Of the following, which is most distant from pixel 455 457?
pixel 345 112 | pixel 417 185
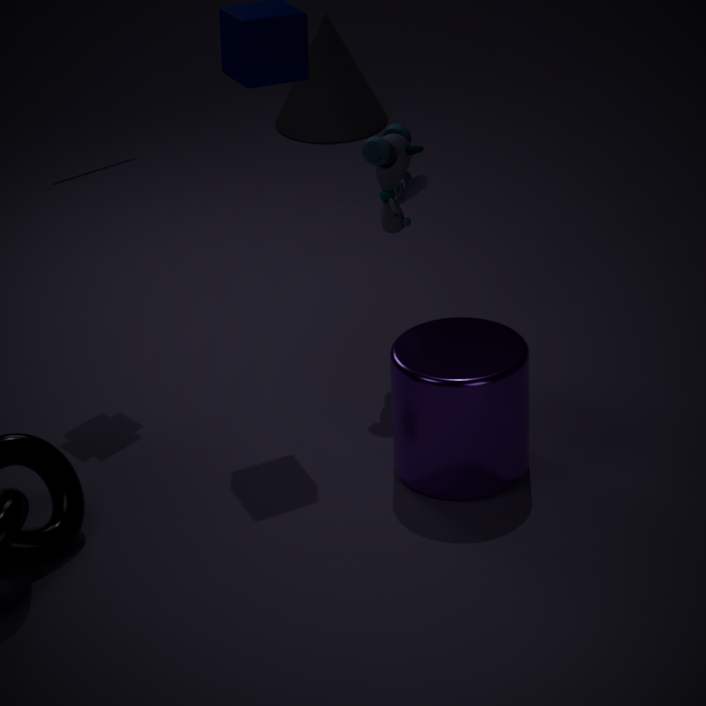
pixel 345 112
